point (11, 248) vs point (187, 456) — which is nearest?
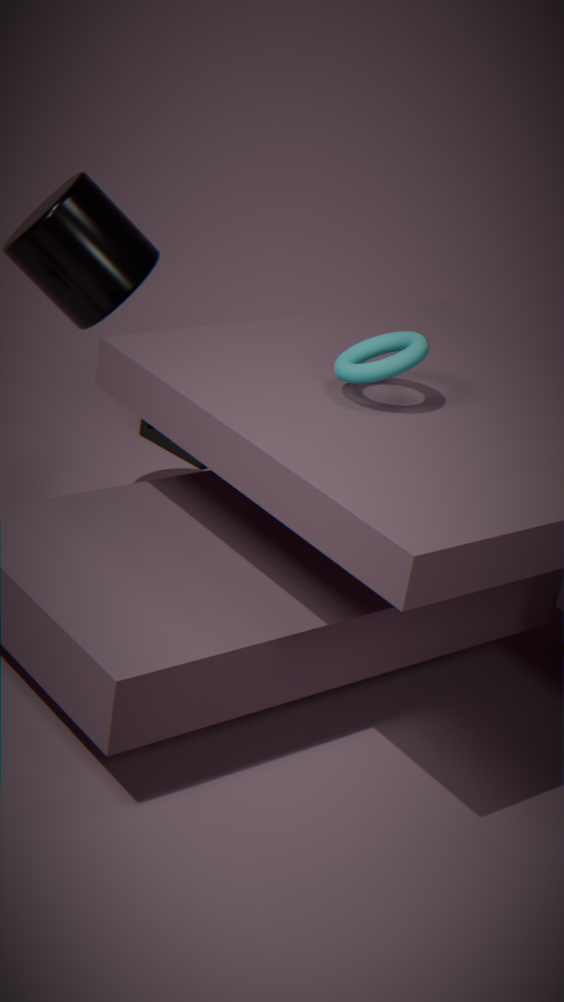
point (11, 248)
